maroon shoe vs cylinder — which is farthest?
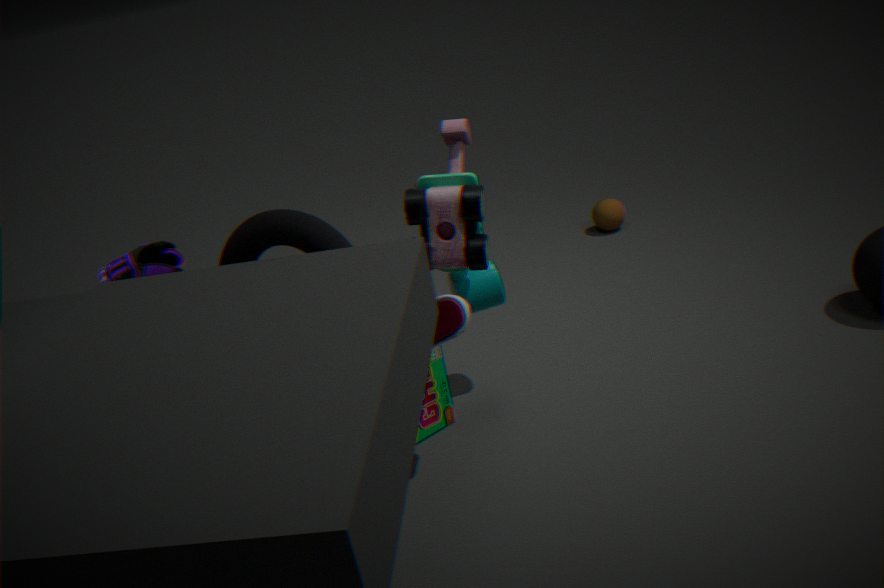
cylinder
